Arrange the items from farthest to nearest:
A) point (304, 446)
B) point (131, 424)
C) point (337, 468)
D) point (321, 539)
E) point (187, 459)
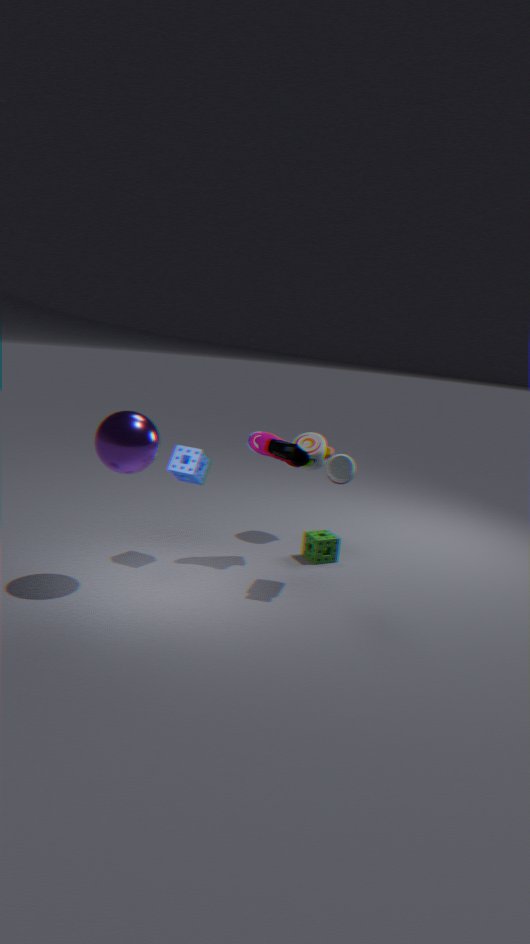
point (304, 446)
point (321, 539)
point (187, 459)
point (337, 468)
point (131, 424)
